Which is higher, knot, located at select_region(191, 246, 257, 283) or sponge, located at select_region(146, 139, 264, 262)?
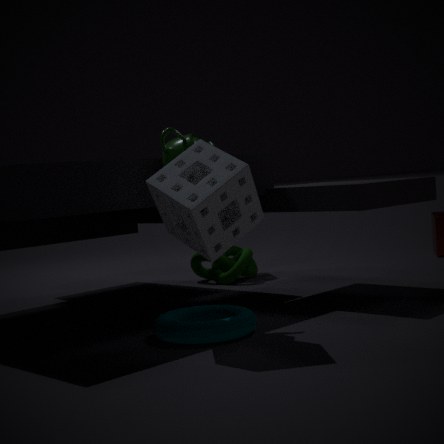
sponge, located at select_region(146, 139, 264, 262)
